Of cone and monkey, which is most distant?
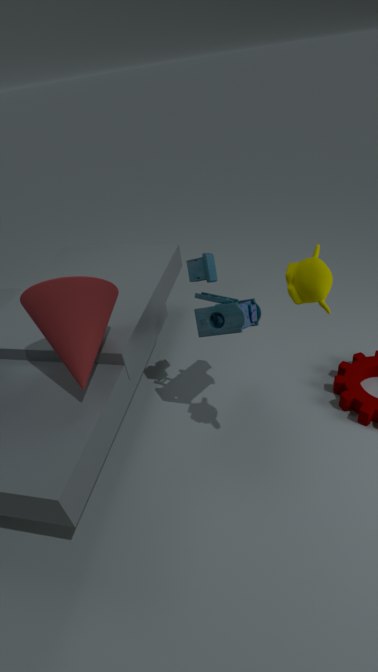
cone
